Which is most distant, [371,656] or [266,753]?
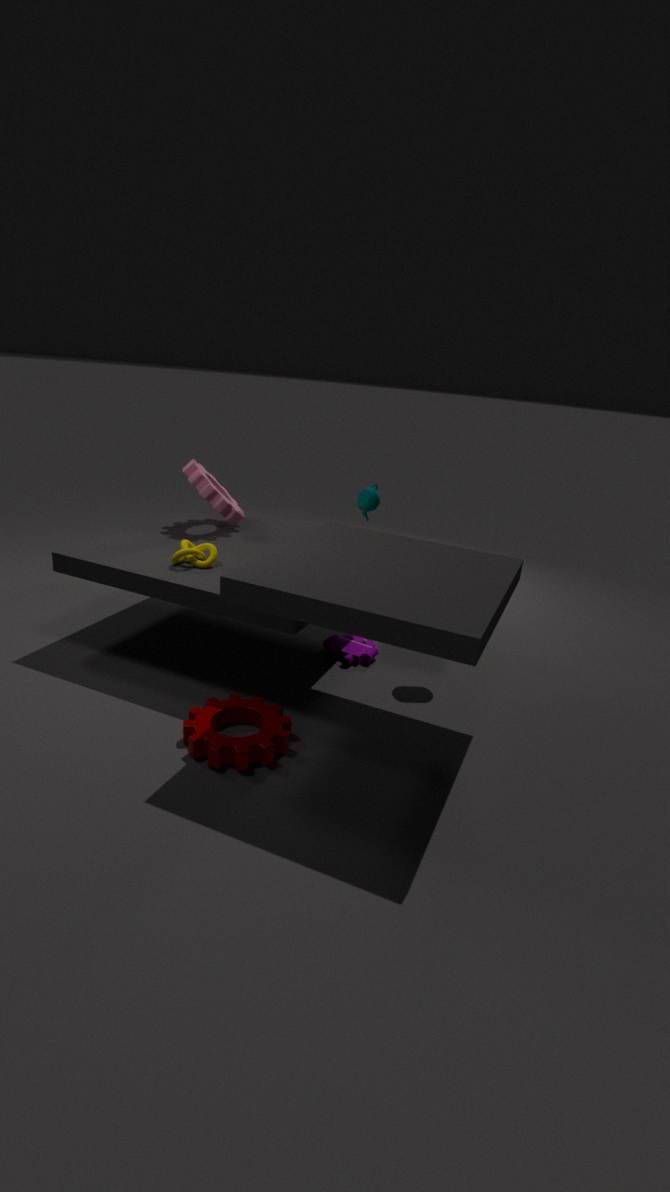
[371,656]
